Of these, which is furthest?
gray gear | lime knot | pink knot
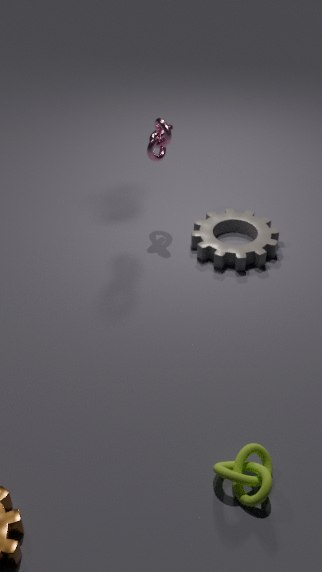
gray gear
